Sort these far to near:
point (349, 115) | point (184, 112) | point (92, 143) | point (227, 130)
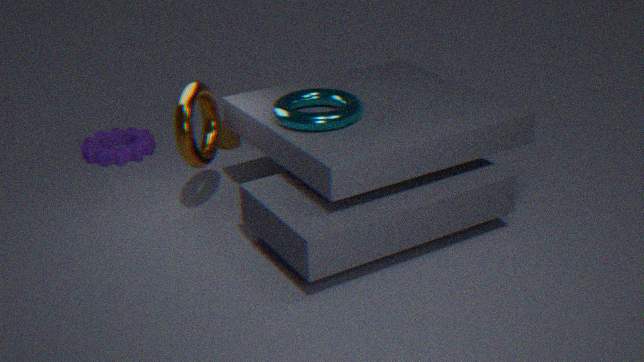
point (92, 143) → point (227, 130) → point (184, 112) → point (349, 115)
